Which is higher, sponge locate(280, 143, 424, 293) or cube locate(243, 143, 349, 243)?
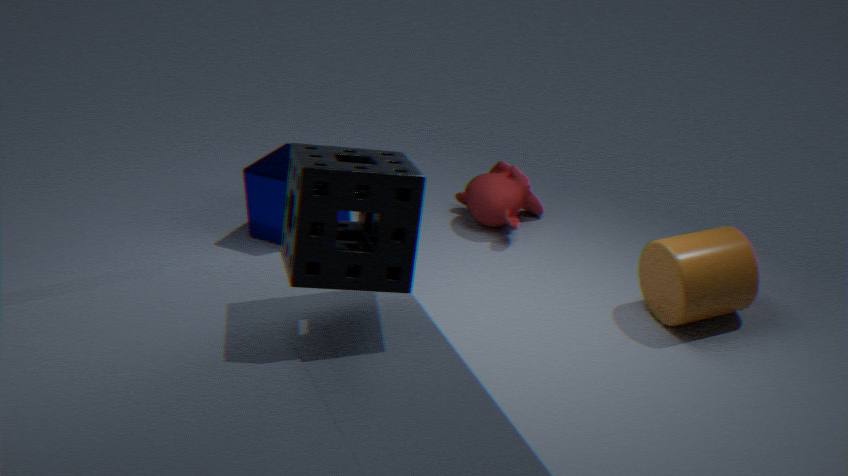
sponge locate(280, 143, 424, 293)
